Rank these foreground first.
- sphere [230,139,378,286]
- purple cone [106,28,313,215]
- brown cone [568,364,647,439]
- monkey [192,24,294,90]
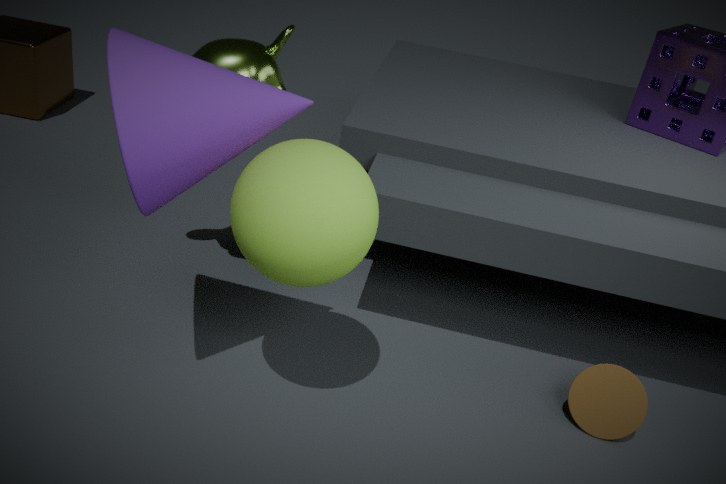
purple cone [106,28,313,215], sphere [230,139,378,286], brown cone [568,364,647,439], monkey [192,24,294,90]
